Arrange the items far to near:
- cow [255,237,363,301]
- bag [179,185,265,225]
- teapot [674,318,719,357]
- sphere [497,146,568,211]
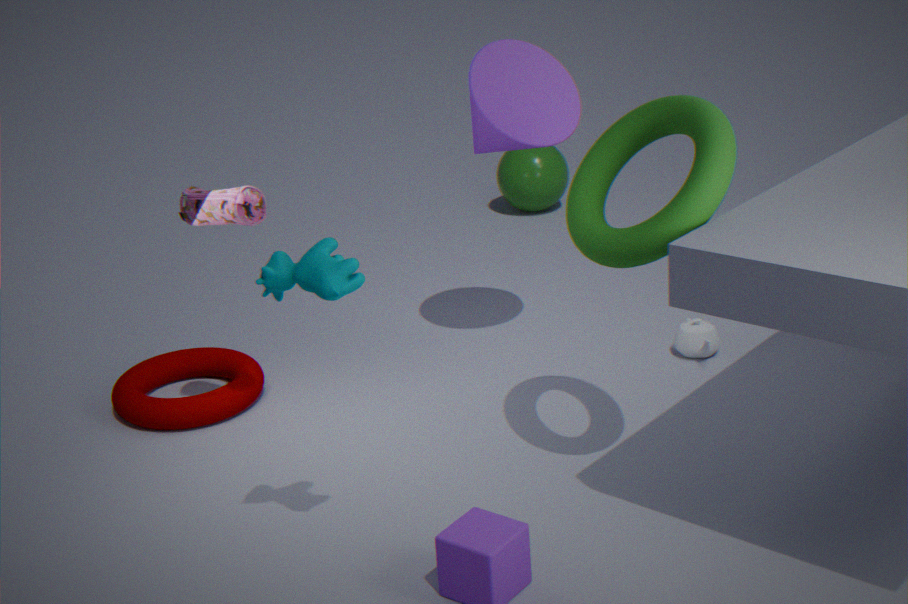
sphere [497,146,568,211]
teapot [674,318,719,357]
bag [179,185,265,225]
cow [255,237,363,301]
